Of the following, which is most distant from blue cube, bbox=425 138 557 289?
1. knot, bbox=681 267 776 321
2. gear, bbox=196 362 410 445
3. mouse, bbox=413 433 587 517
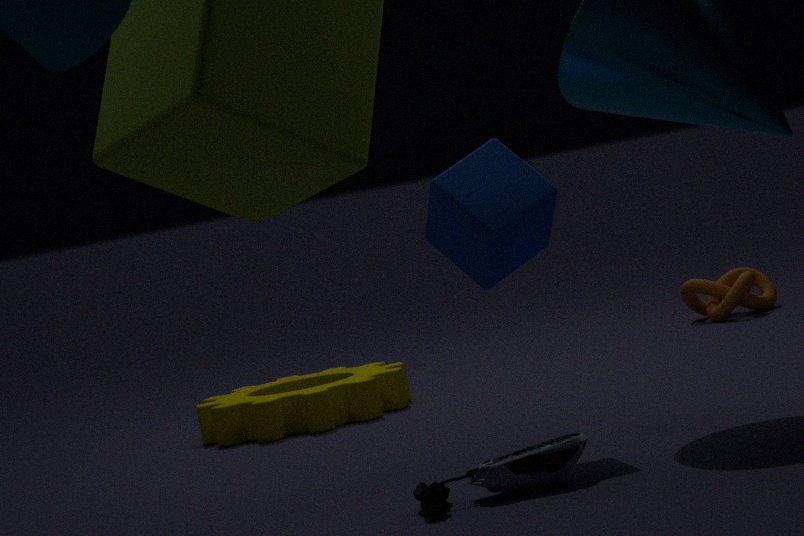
knot, bbox=681 267 776 321
